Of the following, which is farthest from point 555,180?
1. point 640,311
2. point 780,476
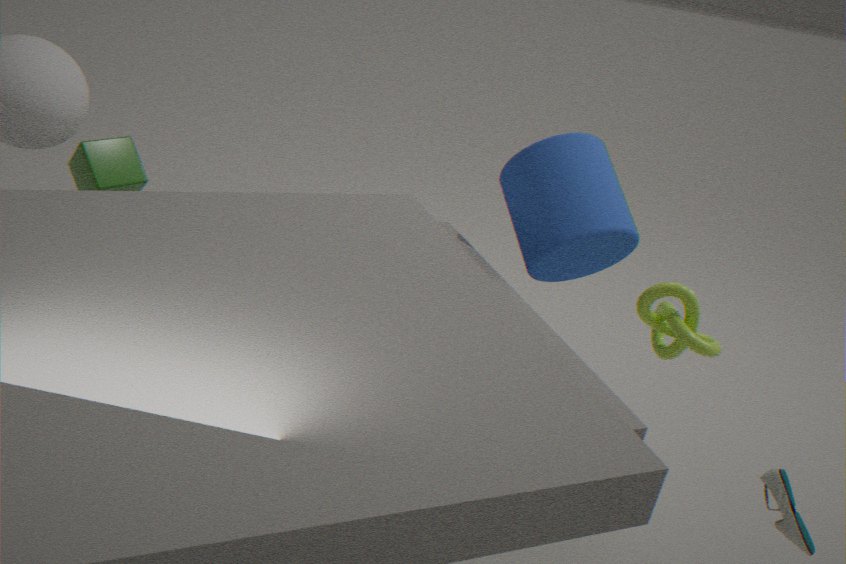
point 780,476
